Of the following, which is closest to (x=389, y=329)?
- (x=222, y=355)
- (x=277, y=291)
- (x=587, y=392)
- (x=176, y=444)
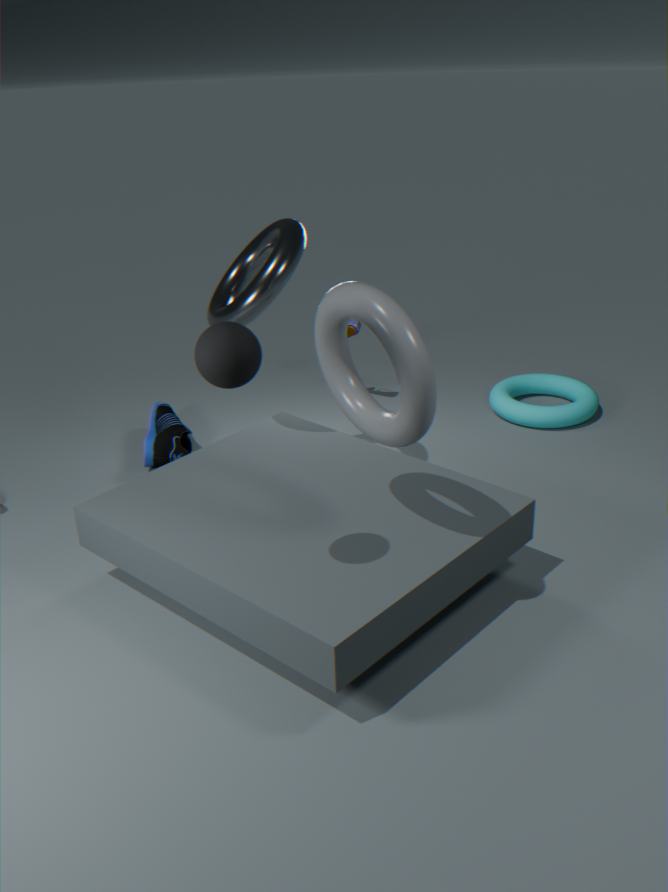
(x=222, y=355)
